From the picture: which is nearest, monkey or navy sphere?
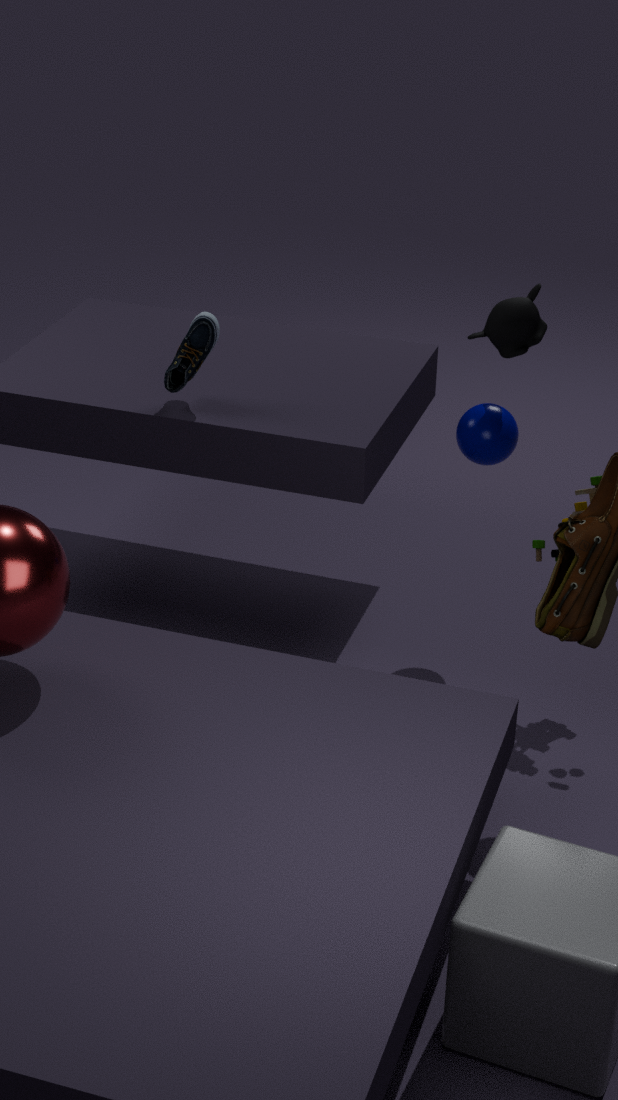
monkey
